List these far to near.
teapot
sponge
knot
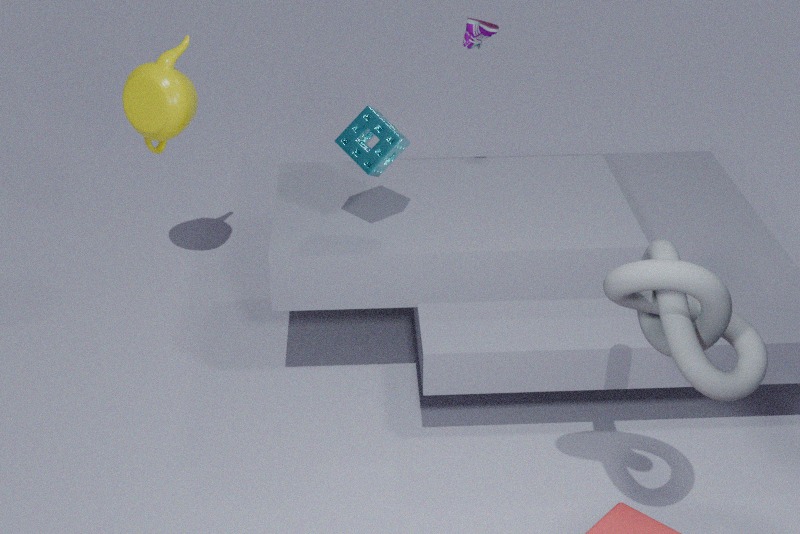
teapot
sponge
knot
